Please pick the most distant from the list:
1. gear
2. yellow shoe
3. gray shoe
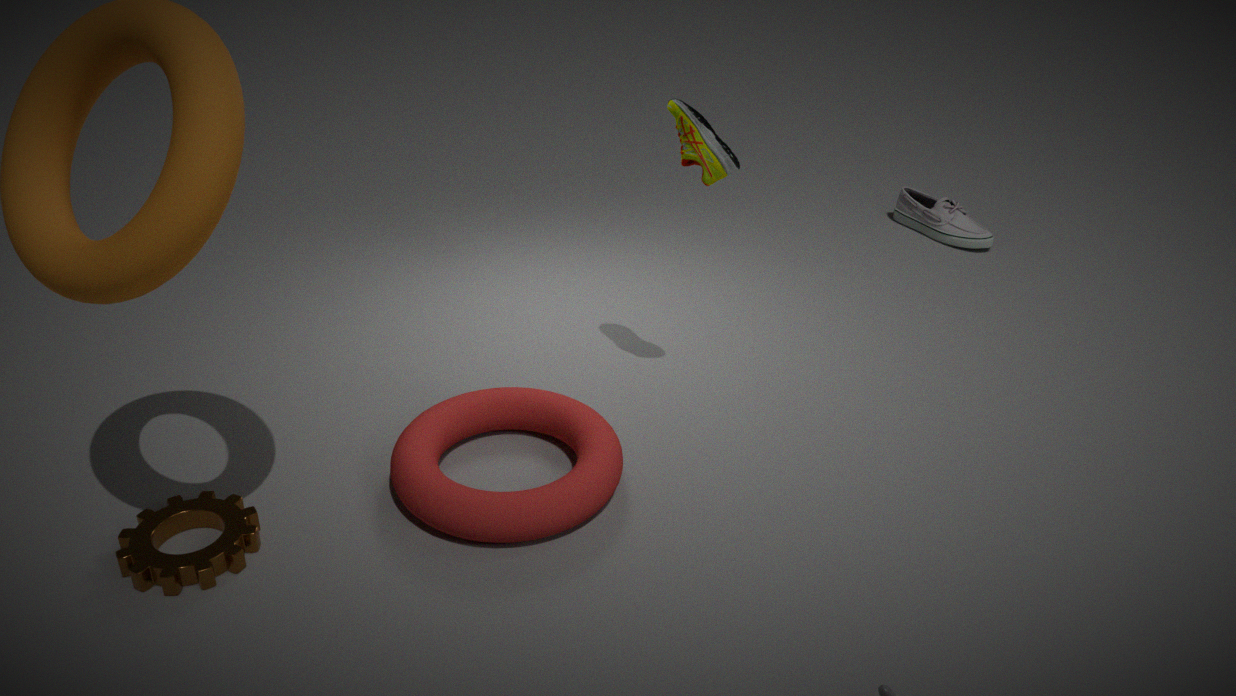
gray shoe
